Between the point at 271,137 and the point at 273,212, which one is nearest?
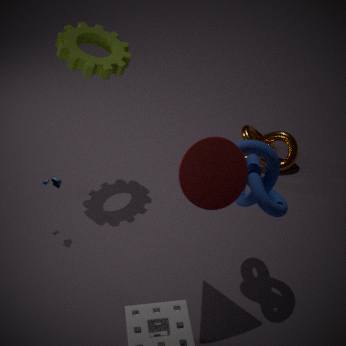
the point at 273,212
